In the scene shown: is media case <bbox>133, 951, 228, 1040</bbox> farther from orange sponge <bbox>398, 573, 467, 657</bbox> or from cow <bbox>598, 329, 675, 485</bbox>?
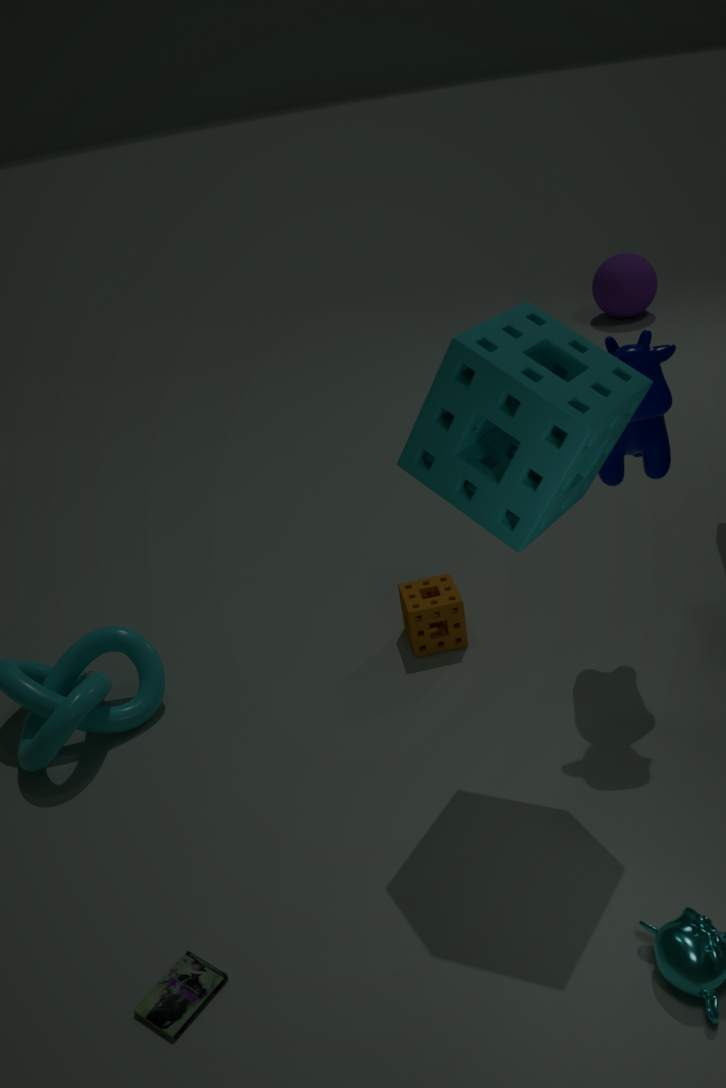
cow <bbox>598, 329, 675, 485</bbox>
